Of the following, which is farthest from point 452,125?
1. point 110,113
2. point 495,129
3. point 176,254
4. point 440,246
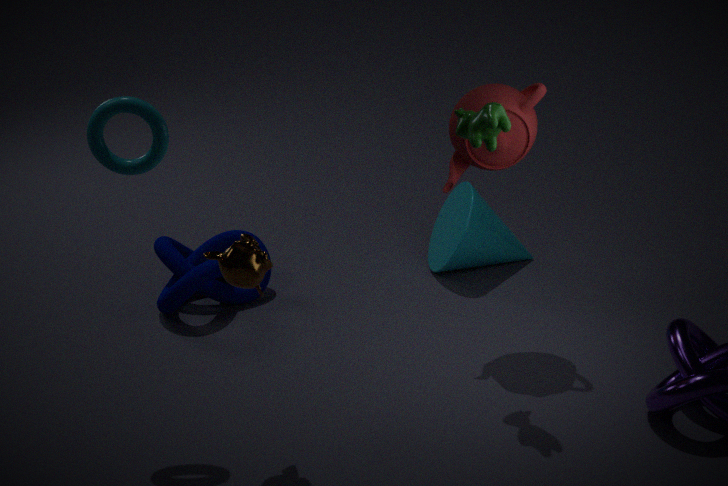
point 176,254
